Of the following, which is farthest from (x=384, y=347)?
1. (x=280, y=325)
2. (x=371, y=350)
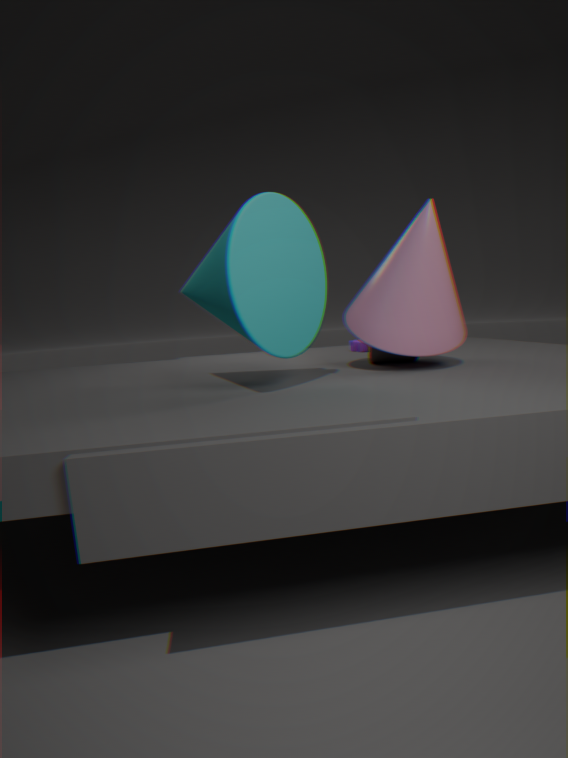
(x=280, y=325)
